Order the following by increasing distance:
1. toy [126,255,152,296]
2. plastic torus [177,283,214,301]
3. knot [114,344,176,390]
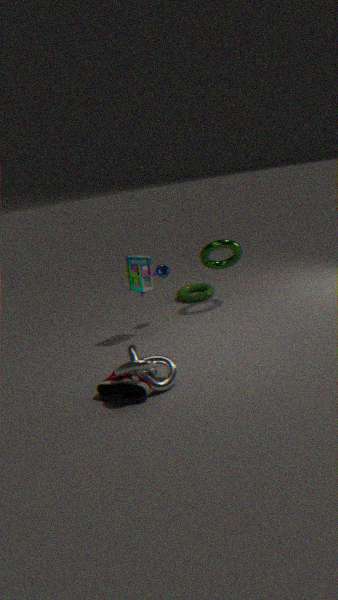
knot [114,344,176,390] < toy [126,255,152,296] < plastic torus [177,283,214,301]
